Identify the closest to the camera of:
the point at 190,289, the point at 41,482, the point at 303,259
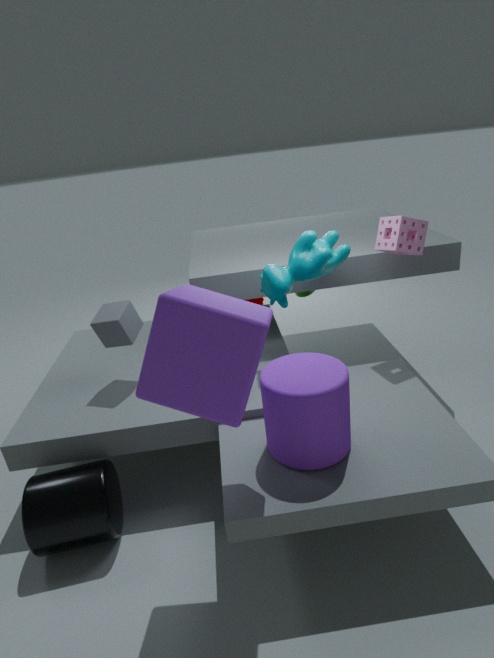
the point at 190,289
